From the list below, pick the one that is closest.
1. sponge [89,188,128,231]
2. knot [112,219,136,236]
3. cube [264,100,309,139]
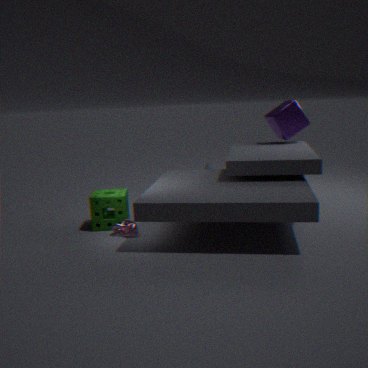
knot [112,219,136,236]
